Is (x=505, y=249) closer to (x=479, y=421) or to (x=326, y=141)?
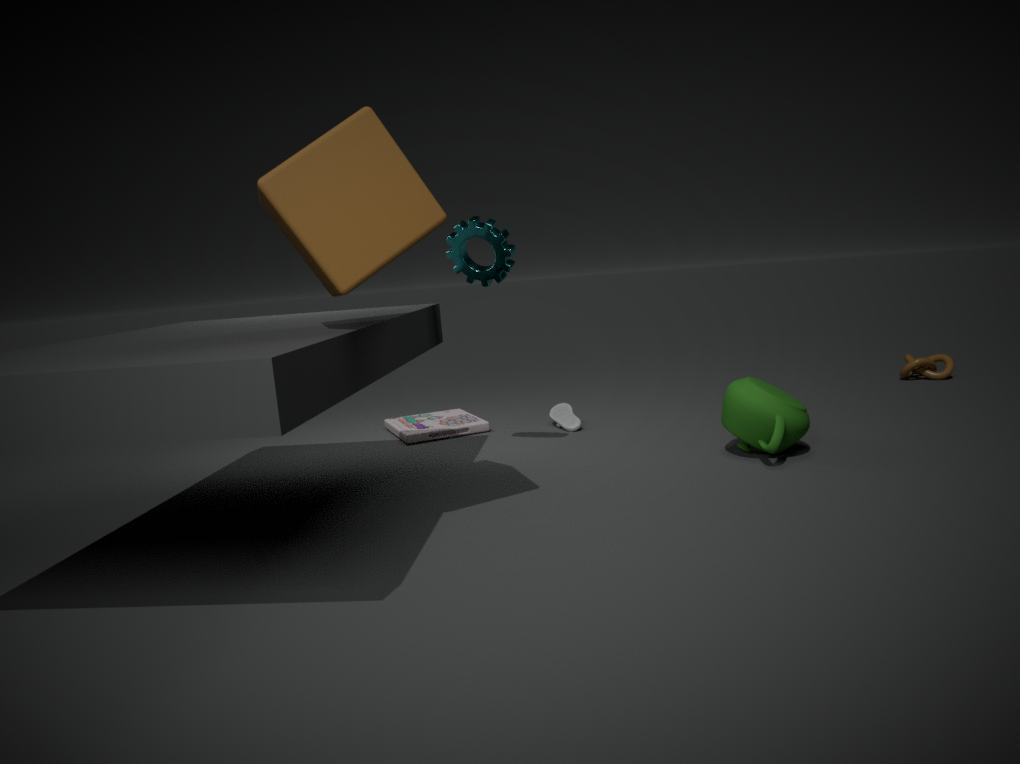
(x=326, y=141)
